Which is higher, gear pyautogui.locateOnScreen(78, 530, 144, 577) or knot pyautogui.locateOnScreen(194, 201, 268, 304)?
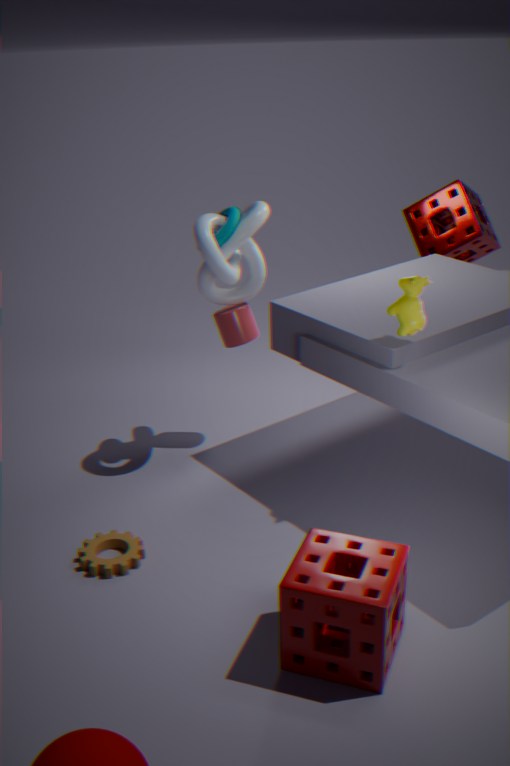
knot pyautogui.locateOnScreen(194, 201, 268, 304)
